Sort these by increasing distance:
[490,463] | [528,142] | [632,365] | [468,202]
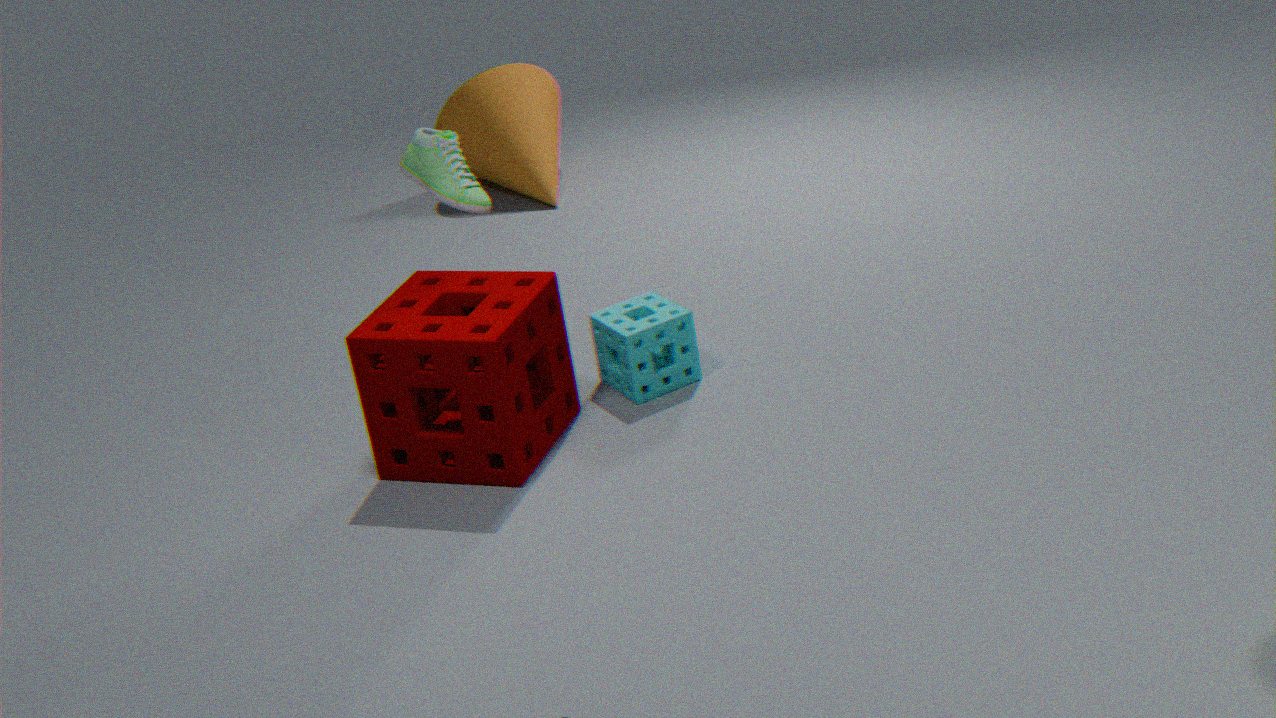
[490,463]
[632,365]
[468,202]
[528,142]
